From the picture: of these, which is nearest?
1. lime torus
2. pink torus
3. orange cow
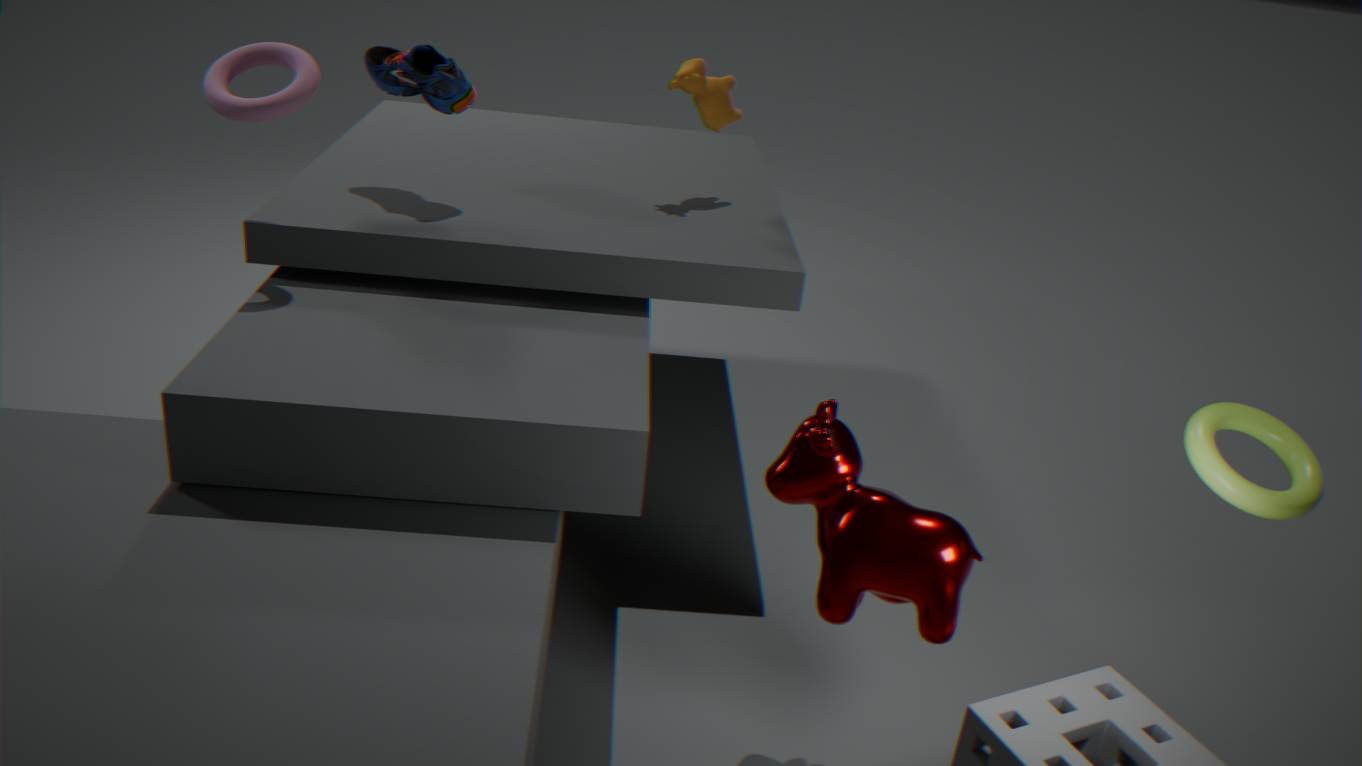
lime torus
